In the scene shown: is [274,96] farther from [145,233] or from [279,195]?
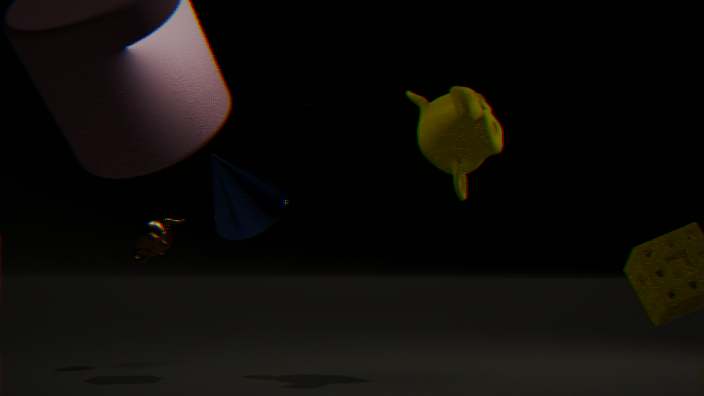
→ [279,195]
